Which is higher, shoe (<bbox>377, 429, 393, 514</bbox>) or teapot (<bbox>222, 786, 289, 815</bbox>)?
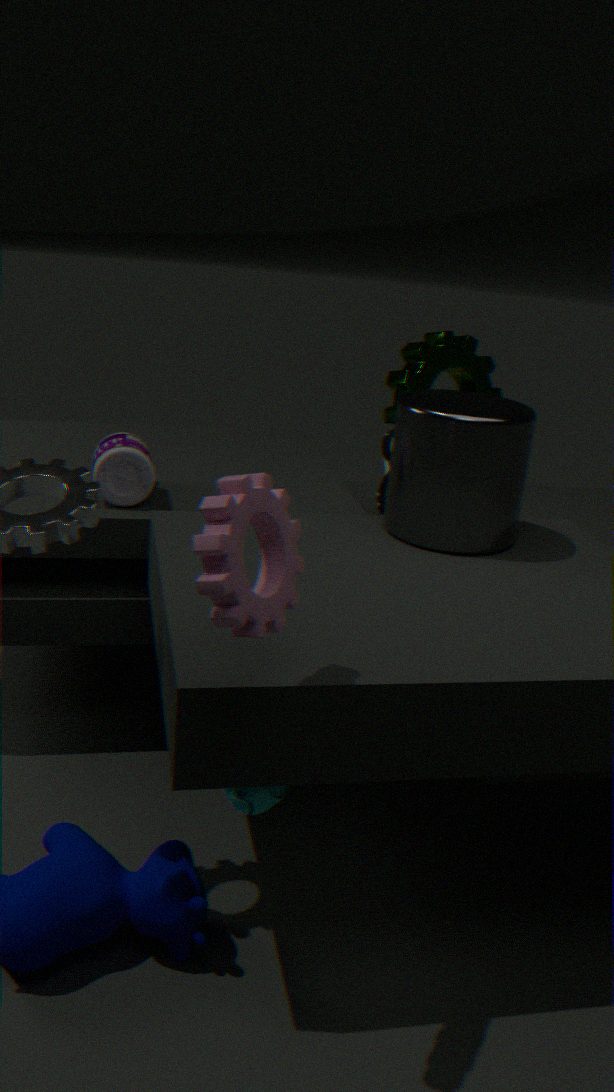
shoe (<bbox>377, 429, 393, 514</bbox>)
